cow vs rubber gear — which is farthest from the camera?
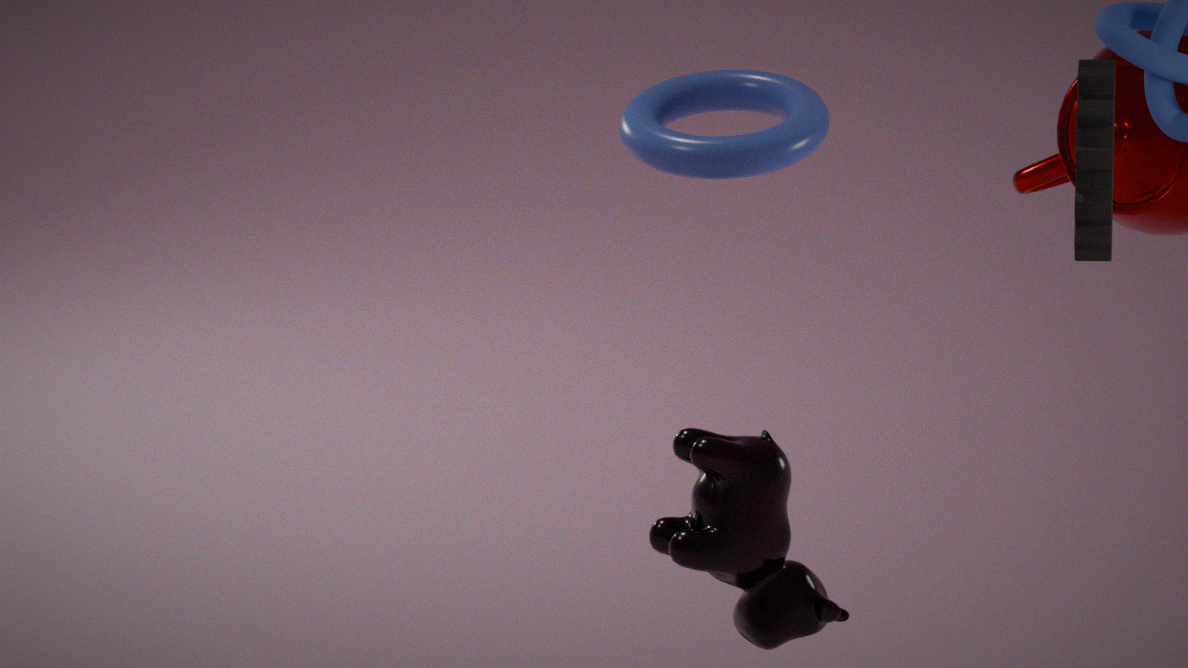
rubber gear
